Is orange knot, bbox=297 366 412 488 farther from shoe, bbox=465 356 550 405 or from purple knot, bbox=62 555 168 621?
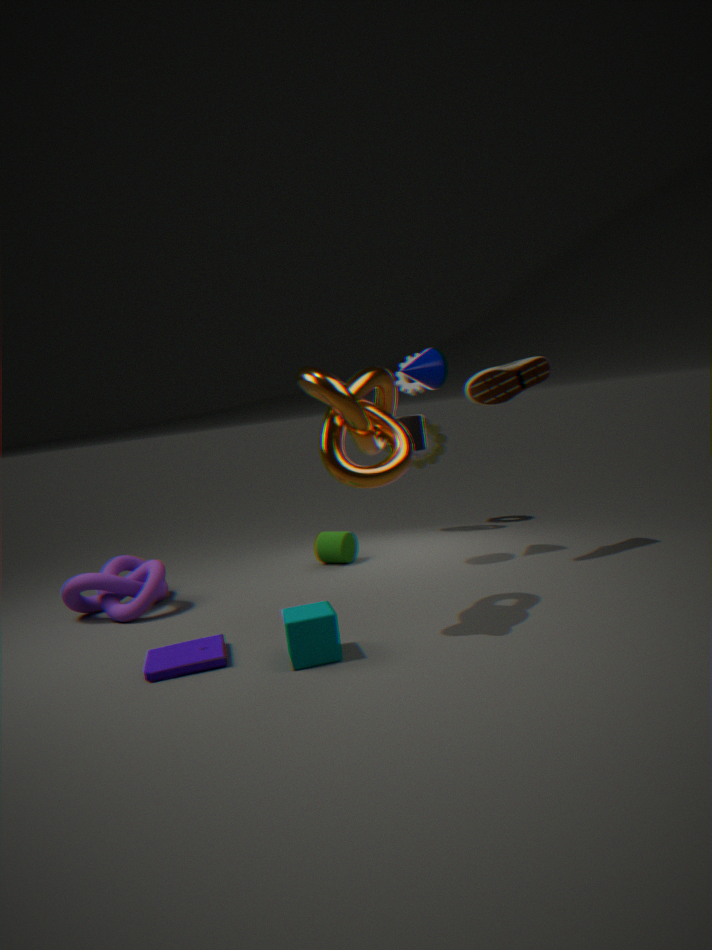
purple knot, bbox=62 555 168 621
